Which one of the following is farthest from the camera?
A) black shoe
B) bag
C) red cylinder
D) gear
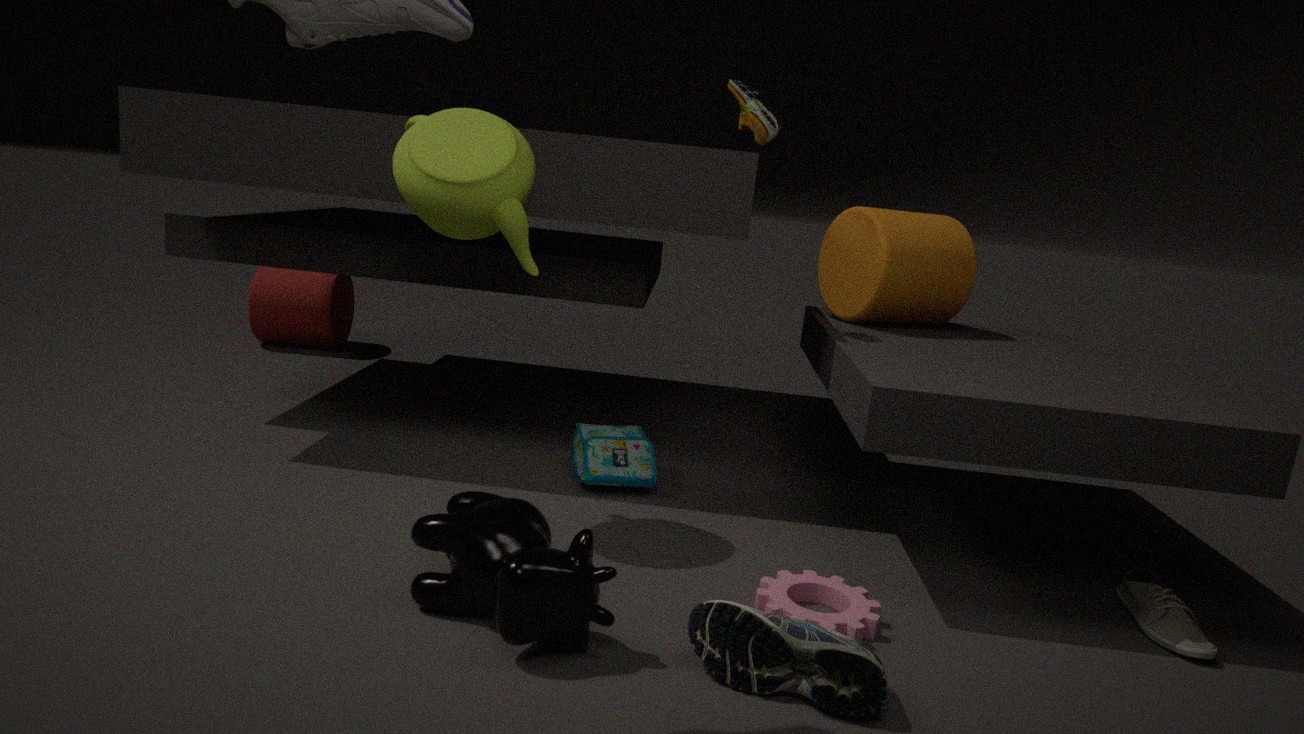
red cylinder
